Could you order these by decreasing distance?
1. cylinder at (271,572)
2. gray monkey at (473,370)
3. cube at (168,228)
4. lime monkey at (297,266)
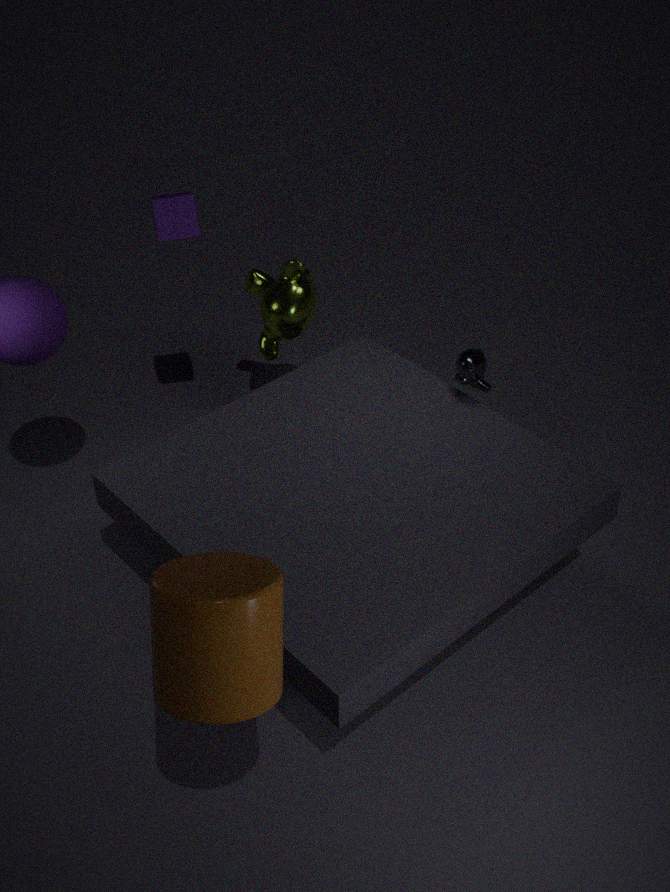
1. lime monkey at (297,266)
2. cube at (168,228)
3. gray monkey at (473,370)
4. cylinder at (271,572)
